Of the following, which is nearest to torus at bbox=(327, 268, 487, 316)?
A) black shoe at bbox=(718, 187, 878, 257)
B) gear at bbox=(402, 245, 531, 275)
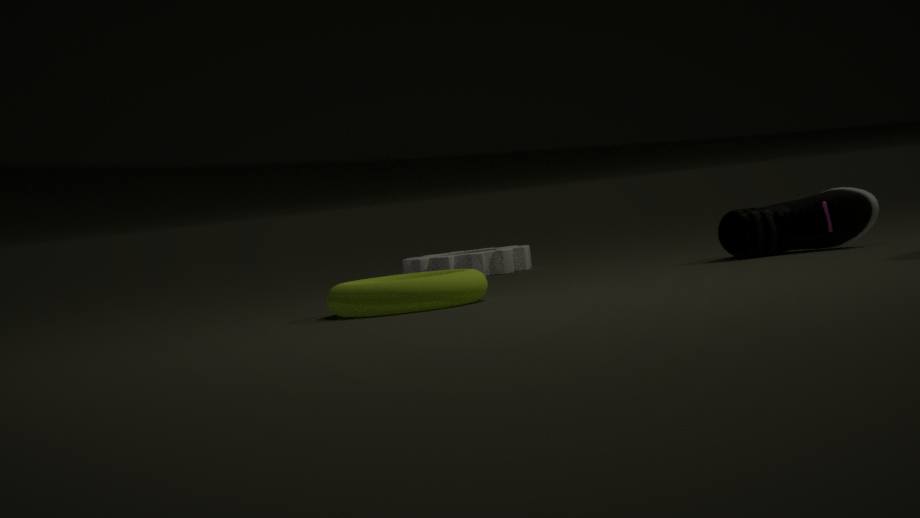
black shoe at bbox=(718, 187, 878, 257)
